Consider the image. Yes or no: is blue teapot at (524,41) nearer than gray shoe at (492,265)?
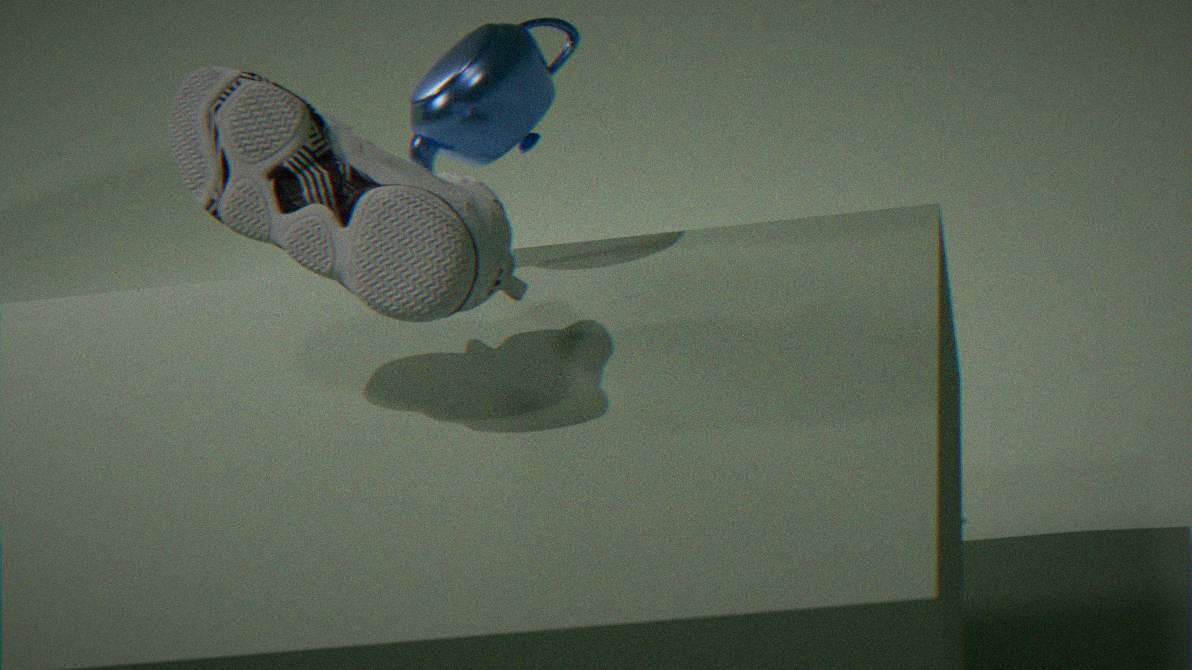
No
